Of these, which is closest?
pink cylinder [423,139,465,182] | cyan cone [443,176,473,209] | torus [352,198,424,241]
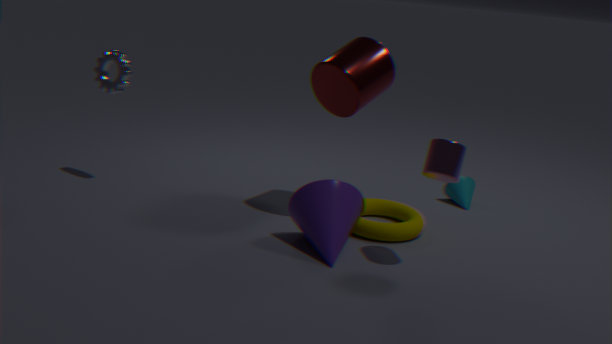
pink cylinder [423,139,465,182]
